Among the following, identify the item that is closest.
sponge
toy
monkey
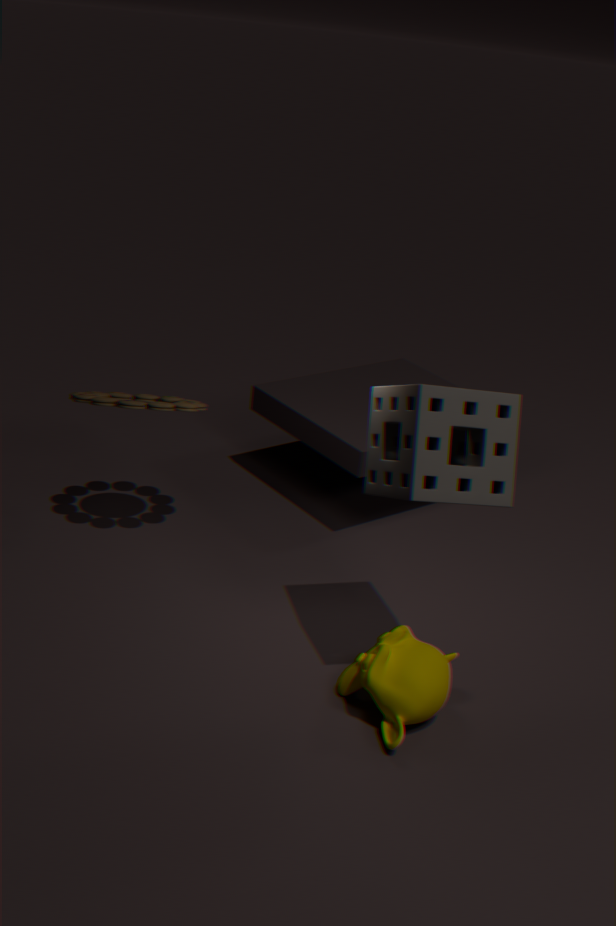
sponge
